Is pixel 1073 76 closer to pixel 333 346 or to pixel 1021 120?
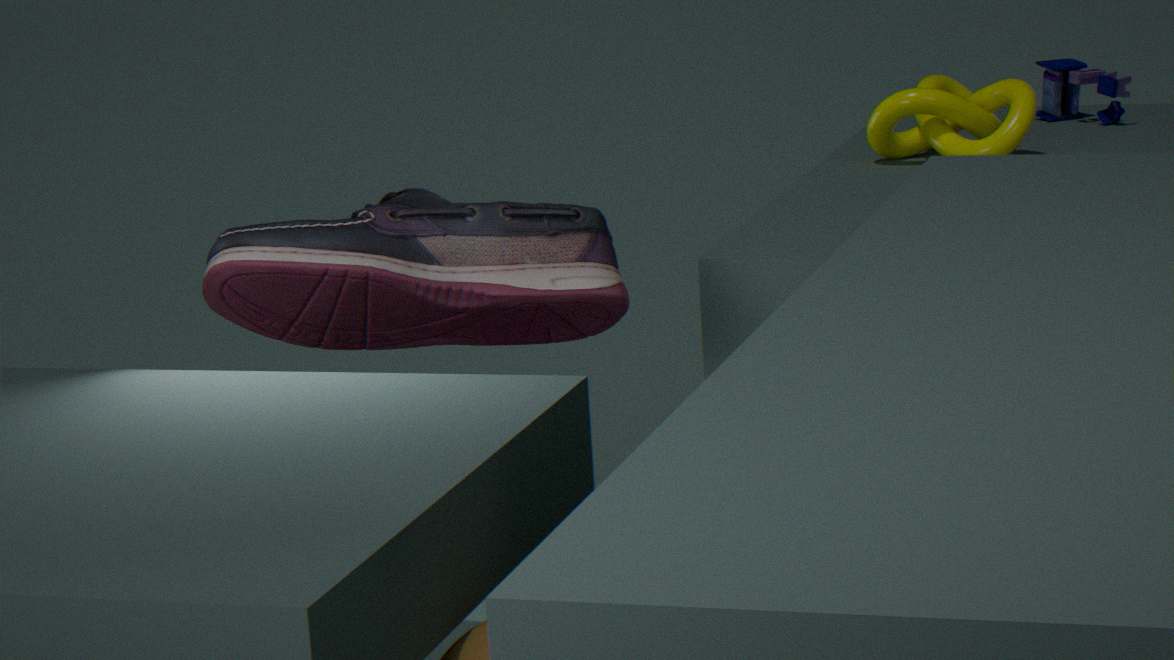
pixel 1021 120
